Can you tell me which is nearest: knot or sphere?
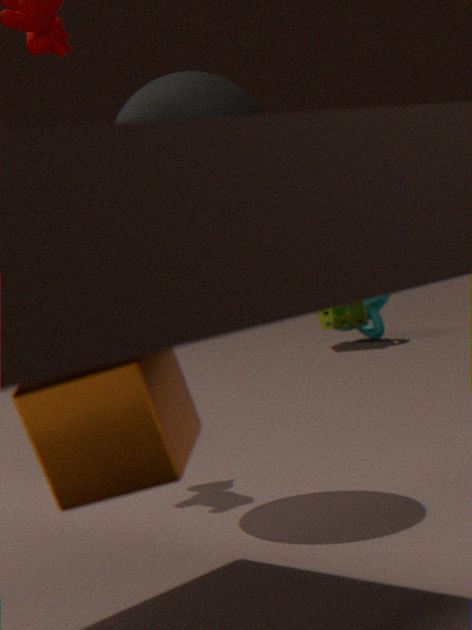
sphere
